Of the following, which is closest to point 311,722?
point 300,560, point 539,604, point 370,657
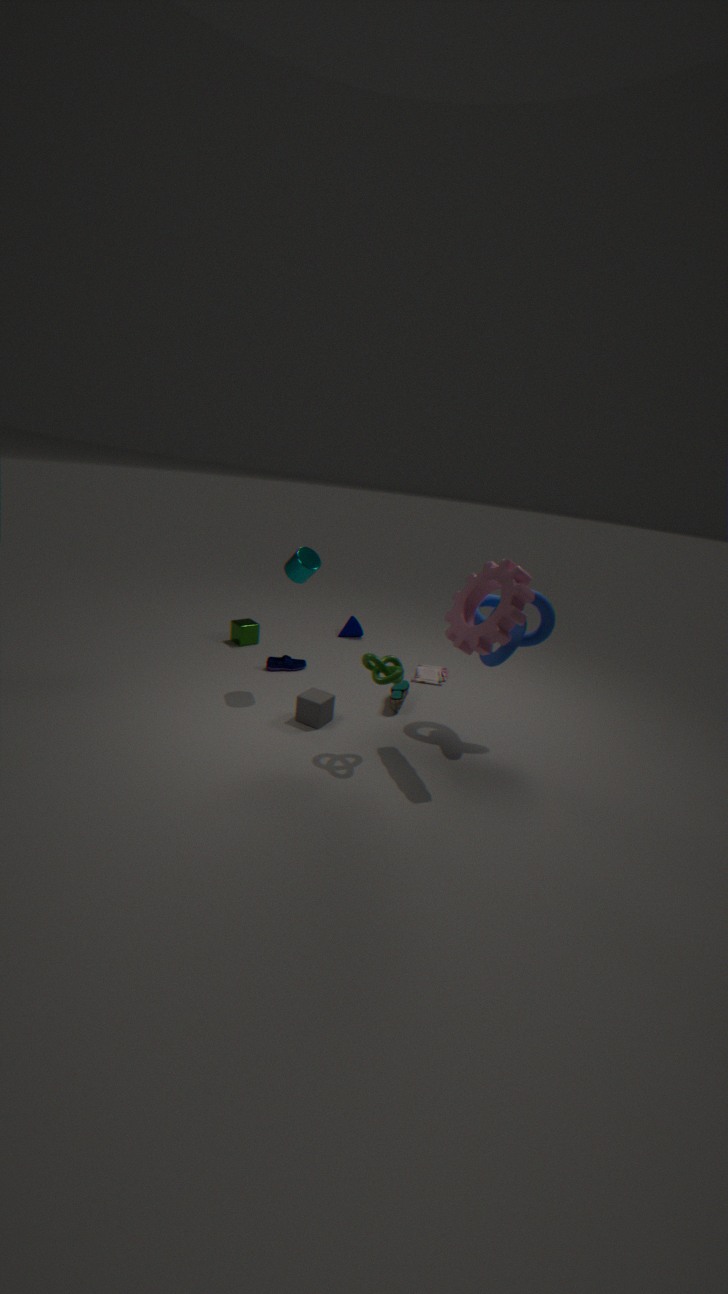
point 370,657
